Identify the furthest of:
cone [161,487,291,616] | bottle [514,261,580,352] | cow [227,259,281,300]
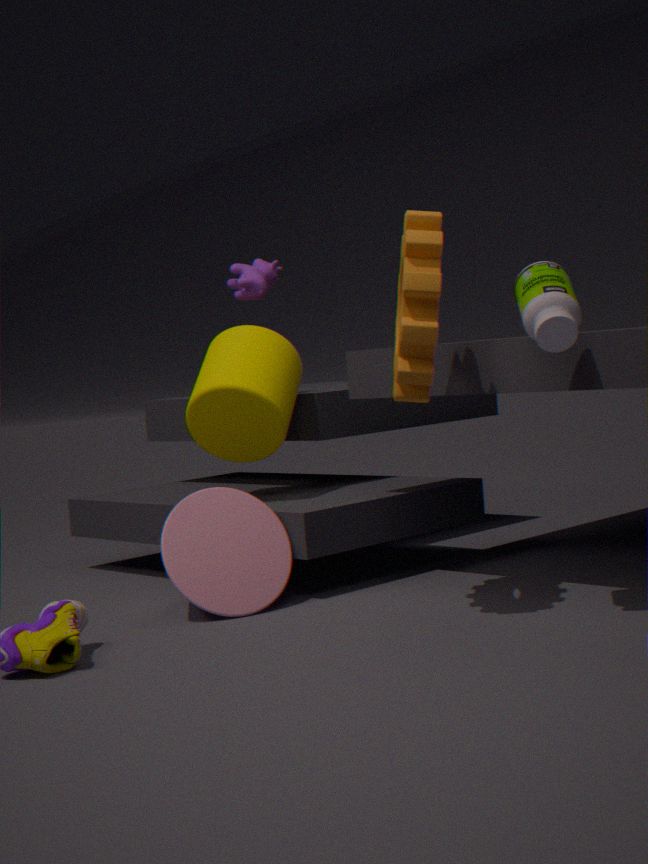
cow [227,259,281,300]
